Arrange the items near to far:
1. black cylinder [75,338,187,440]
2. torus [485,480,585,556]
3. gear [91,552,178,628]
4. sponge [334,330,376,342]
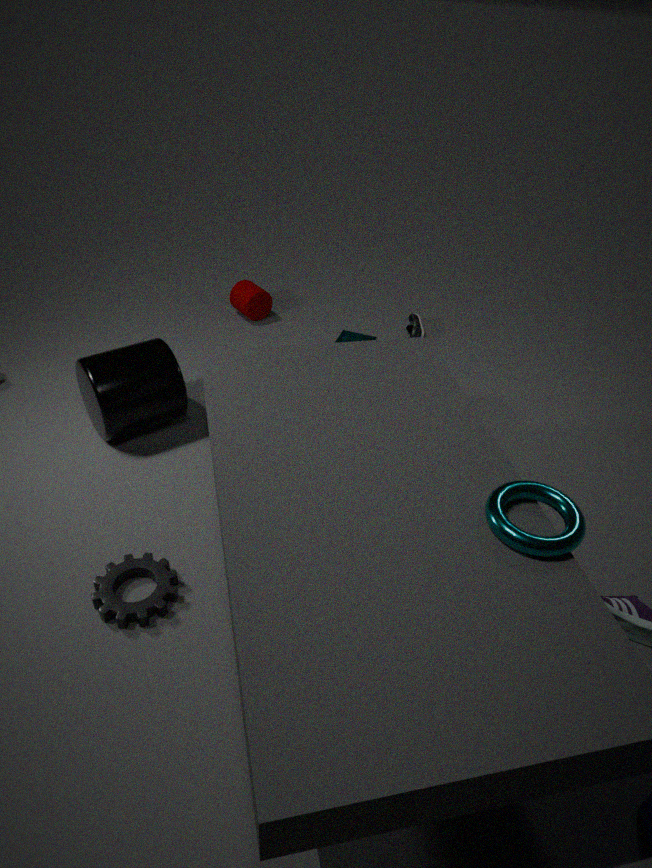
torus [485,480,585,556] < gear [91,552,178,628] < black cylinder [75,338,187,440] < sponge [334,330,376,342]
